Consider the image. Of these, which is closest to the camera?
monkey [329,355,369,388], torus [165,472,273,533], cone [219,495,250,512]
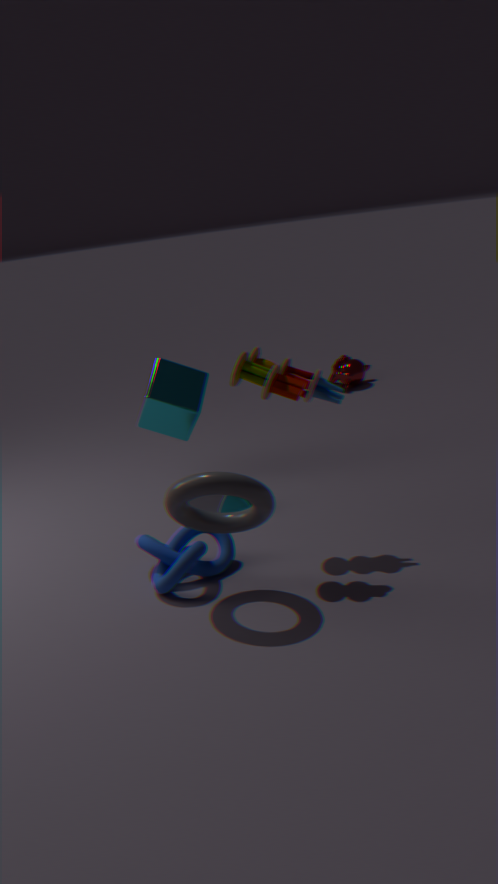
torus [165,472,273,533]
